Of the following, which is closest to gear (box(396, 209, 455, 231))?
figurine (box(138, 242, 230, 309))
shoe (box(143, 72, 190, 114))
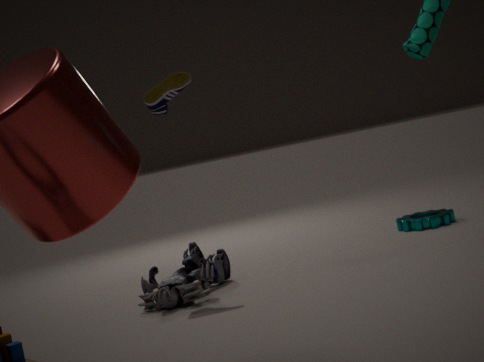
figurine (box(138, 242, 230, 309))
